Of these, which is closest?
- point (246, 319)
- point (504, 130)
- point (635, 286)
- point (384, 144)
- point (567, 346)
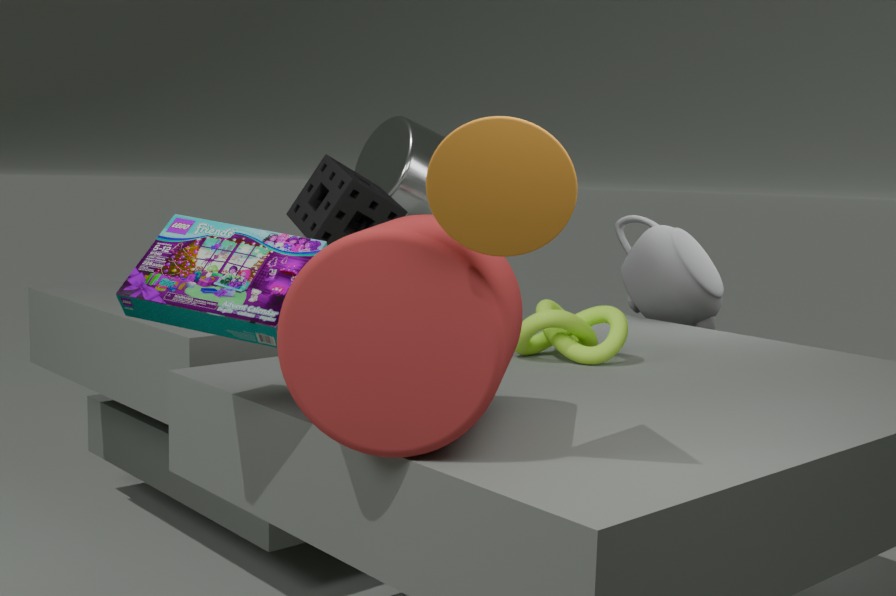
point (504, 130)
